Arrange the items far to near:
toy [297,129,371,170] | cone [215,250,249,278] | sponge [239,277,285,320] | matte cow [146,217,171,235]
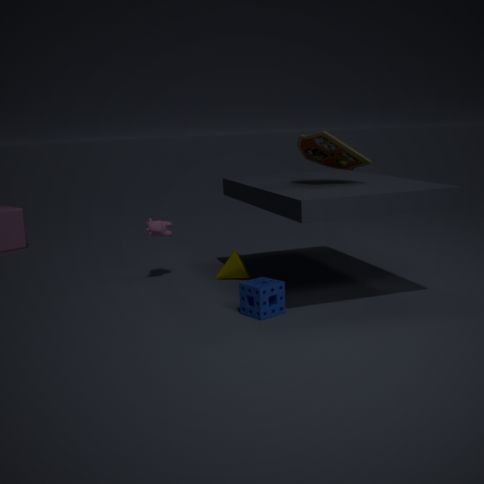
1. cone [215,250,249,278]
2. matte cow [146,217,171,235]
3. toy [297,129,371,170]
4. sponge [239,277,285,320]
